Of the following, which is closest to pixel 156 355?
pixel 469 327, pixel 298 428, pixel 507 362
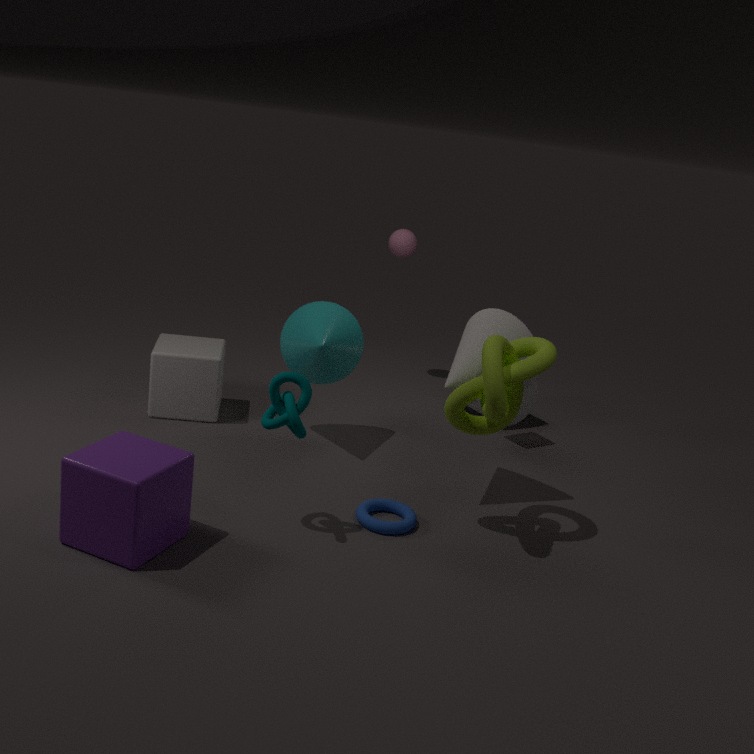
pixel 298 428
